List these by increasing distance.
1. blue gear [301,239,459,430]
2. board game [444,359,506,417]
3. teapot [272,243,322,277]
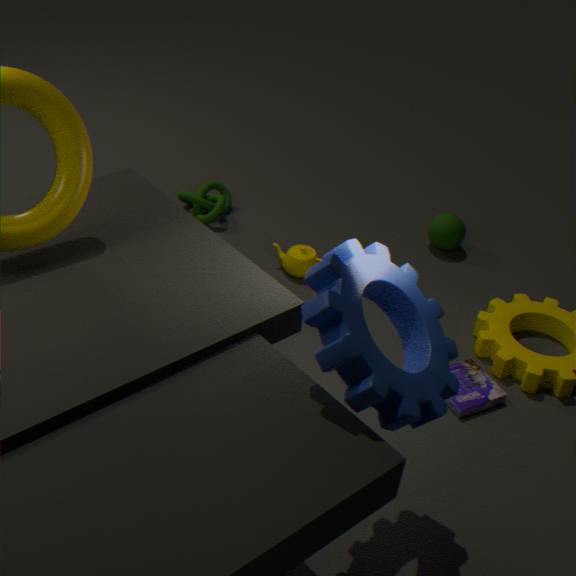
blue gear [301,239,459,430]
board game [444,359,506,417]
teapot [272,243,322,277]
